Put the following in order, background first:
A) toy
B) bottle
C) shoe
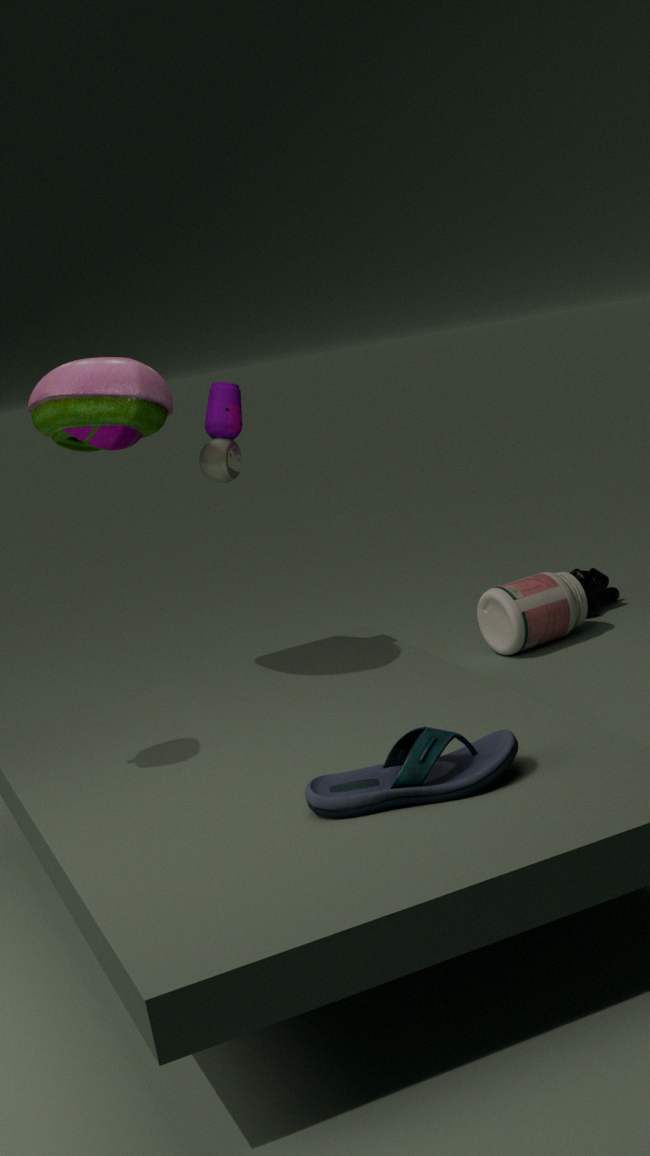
1. bottle
2. toy
3. shoe
